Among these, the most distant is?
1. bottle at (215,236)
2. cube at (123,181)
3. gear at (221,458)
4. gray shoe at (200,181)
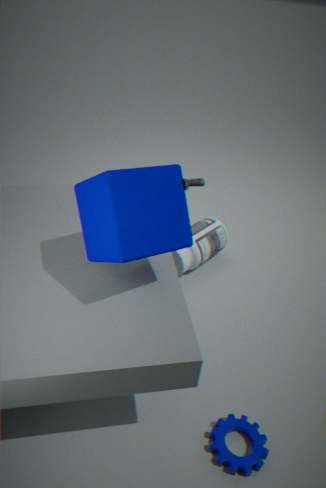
gray shoe at (200,181)
